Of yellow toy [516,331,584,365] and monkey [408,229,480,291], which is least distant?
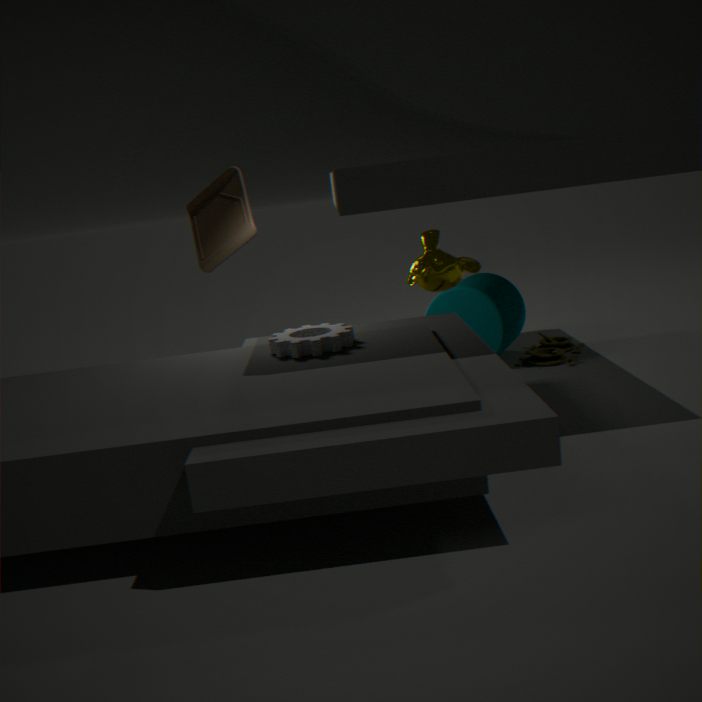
monkey [408,229,480,291]
